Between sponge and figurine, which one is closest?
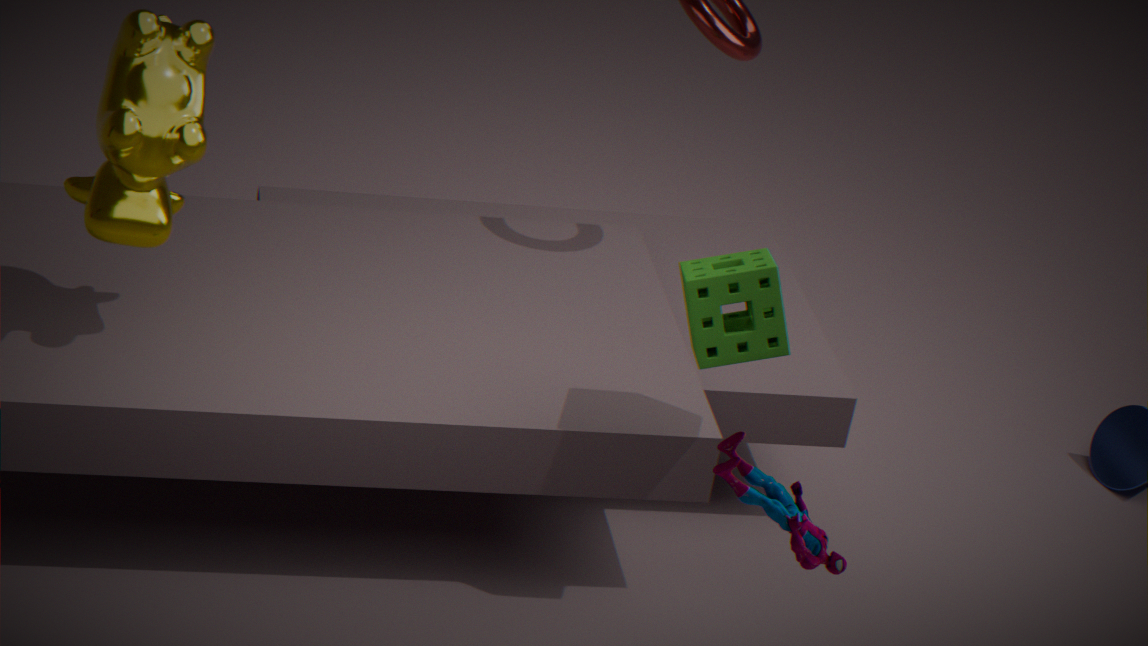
figurine
